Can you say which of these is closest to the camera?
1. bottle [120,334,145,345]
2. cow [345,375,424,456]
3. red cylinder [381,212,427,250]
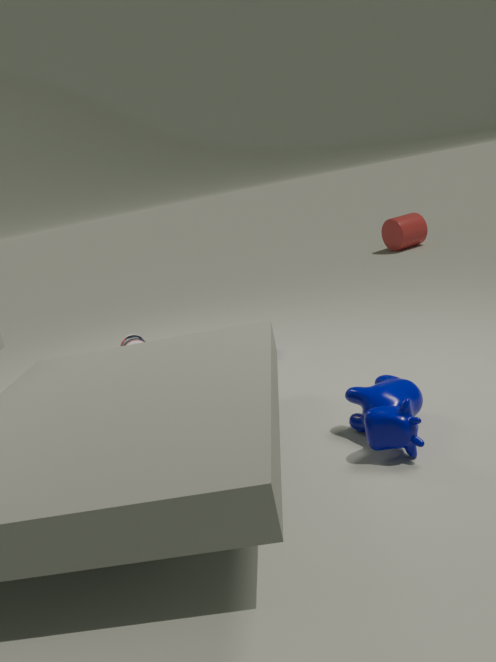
cow [345,375,424,456]
